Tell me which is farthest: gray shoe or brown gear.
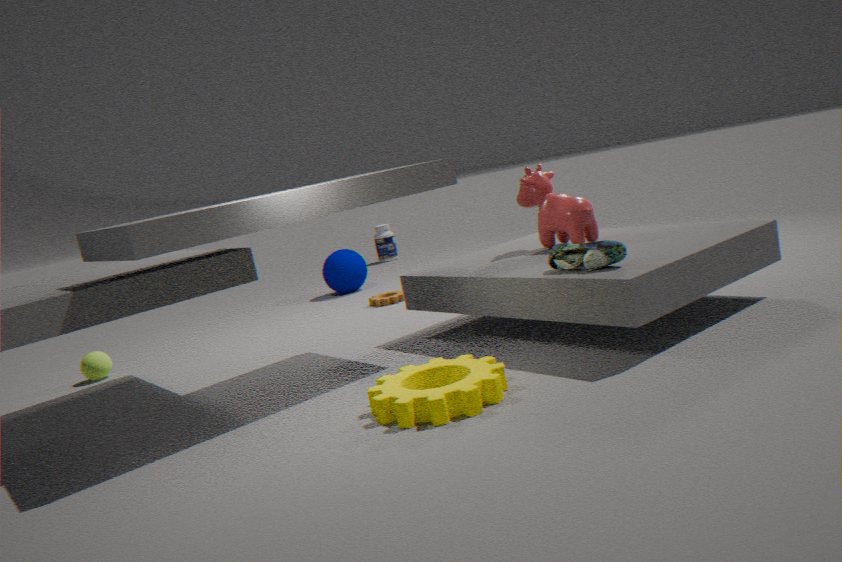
brown gear
